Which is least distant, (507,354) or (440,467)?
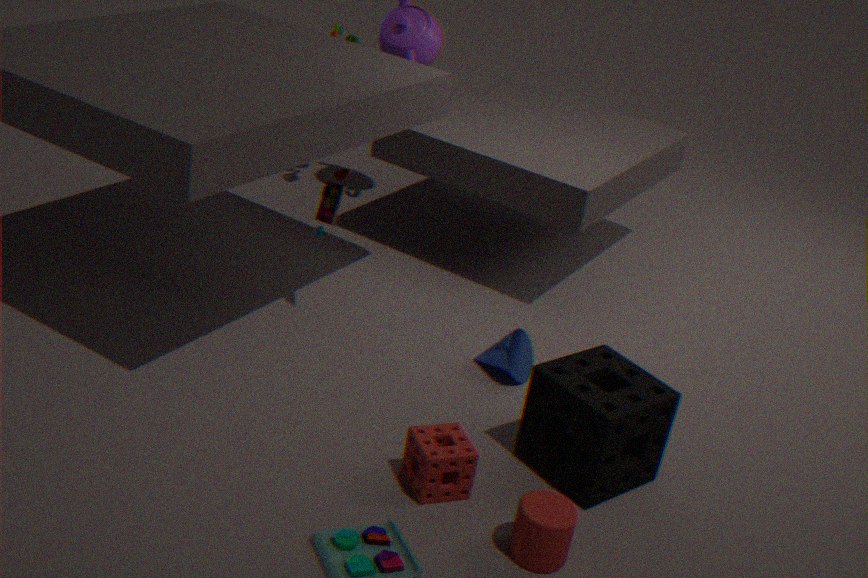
(440,467)
